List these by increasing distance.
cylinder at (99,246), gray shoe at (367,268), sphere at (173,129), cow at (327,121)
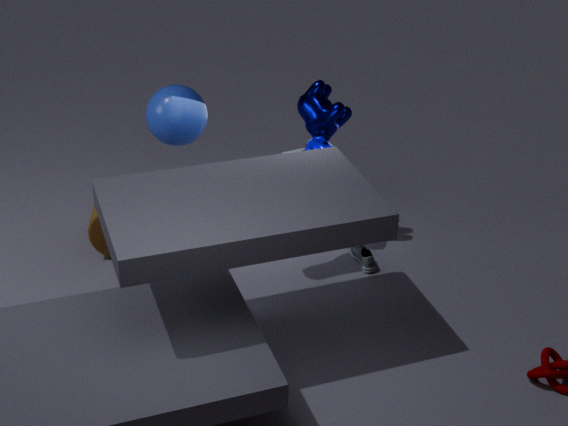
sphere at (173,129) < cow at (327,121) < cylinder at (99,246) < gray shoe at (367,268)
